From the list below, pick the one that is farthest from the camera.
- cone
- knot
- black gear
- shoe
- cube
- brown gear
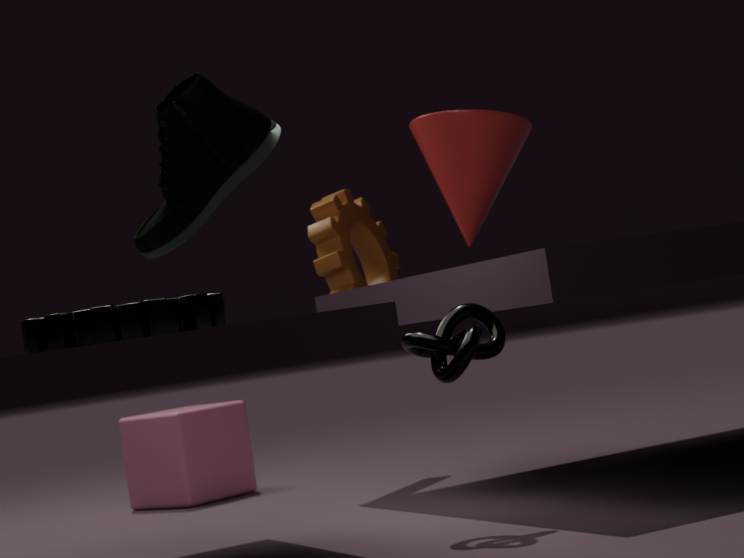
cube
